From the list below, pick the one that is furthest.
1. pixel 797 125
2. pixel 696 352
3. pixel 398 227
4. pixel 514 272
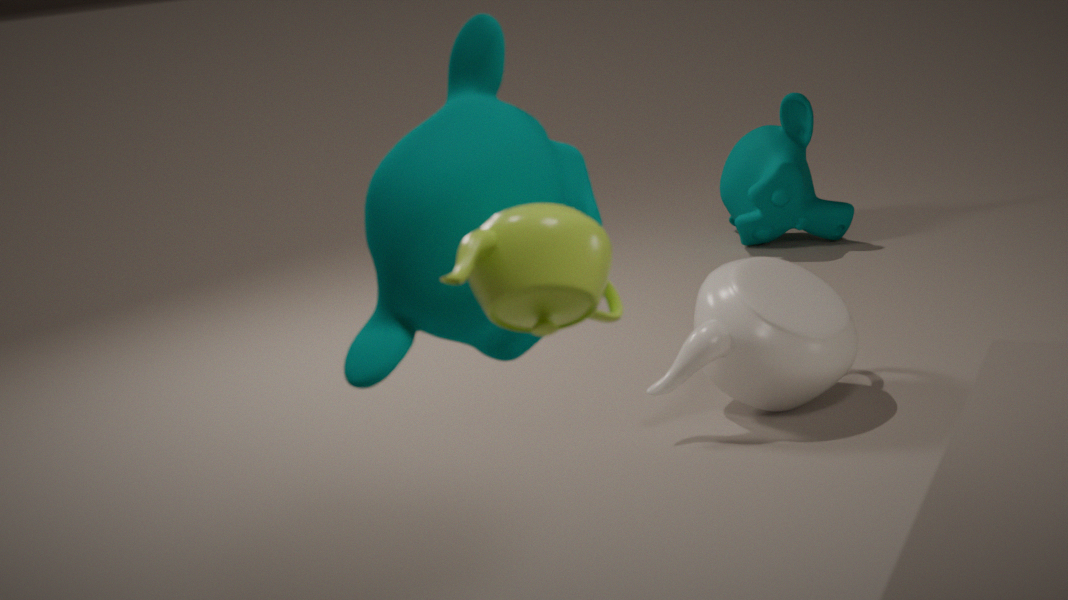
pixel 797 125
